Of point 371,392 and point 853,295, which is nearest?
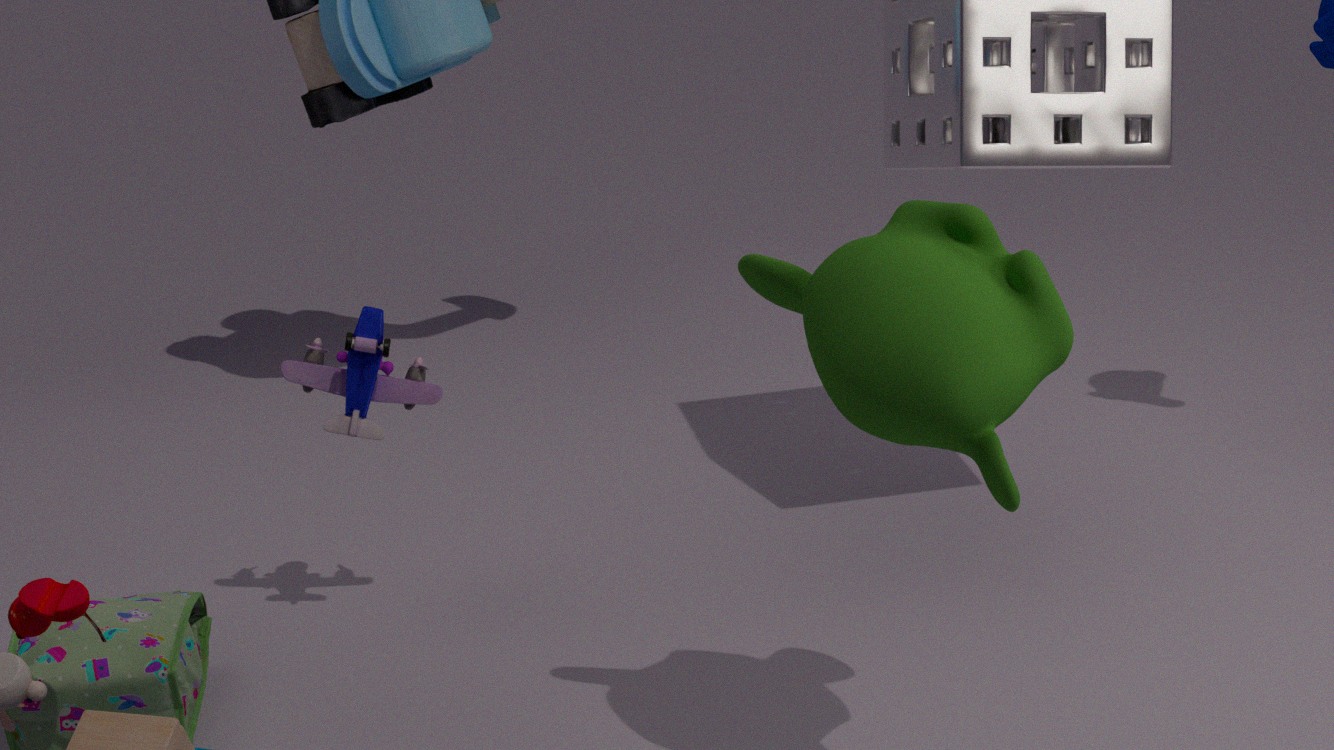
point 853,295
